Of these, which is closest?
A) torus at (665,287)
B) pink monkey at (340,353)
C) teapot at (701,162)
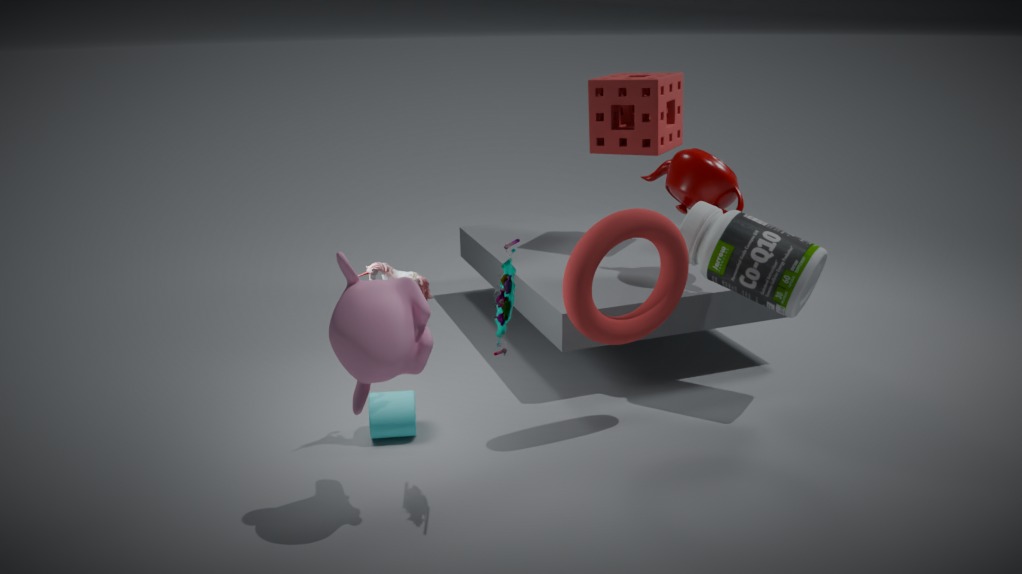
pink monkey at (340,353)
